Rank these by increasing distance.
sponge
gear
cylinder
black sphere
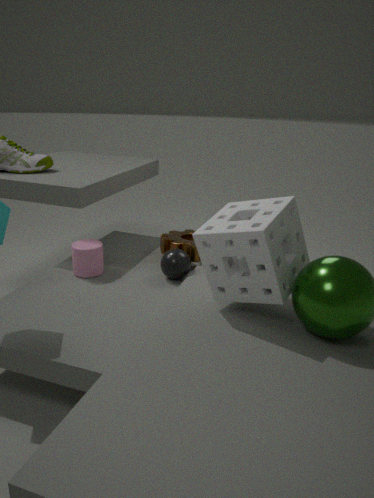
1. sponge
2. black sphere
3. cylinder
4. gear
